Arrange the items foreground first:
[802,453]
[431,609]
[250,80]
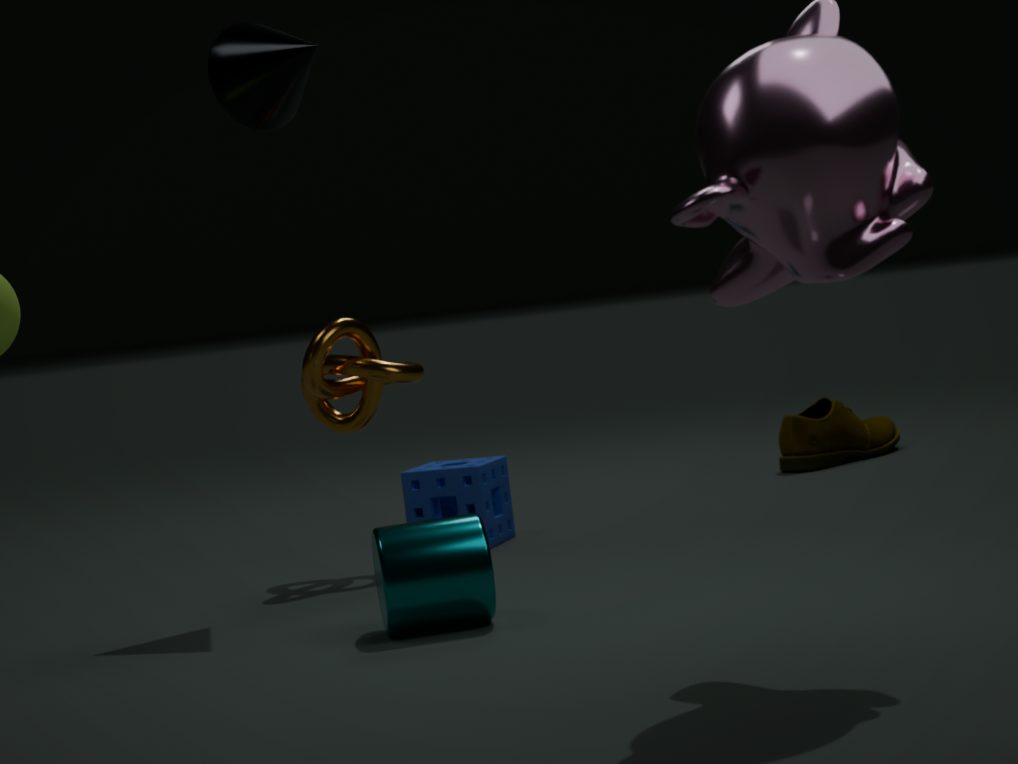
[431,609] < [250,80] < [802,453]
